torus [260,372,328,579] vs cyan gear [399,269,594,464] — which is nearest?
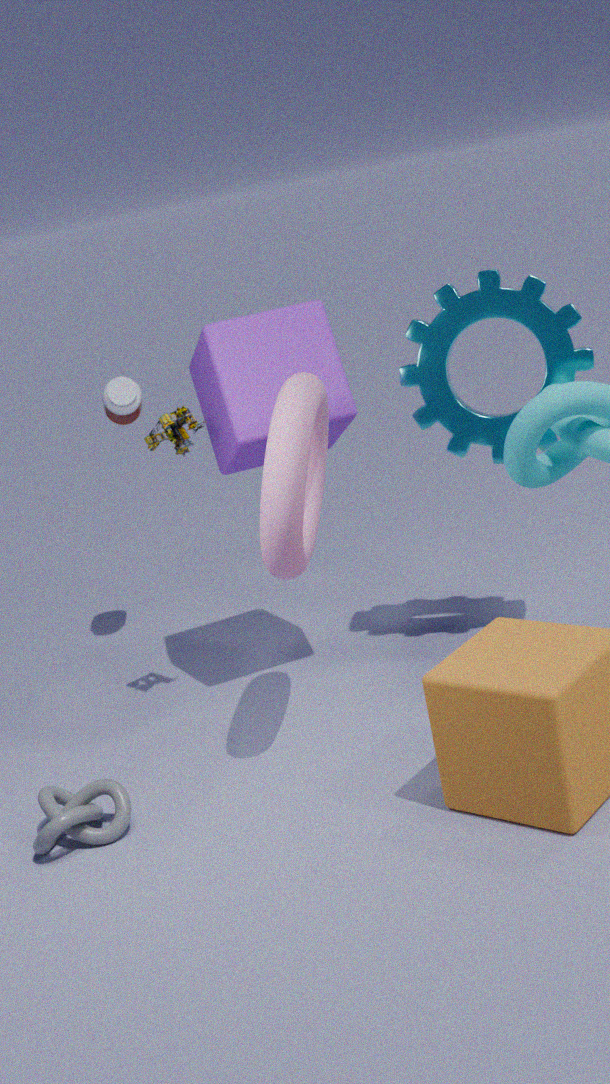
torus [260,372,328,579]
